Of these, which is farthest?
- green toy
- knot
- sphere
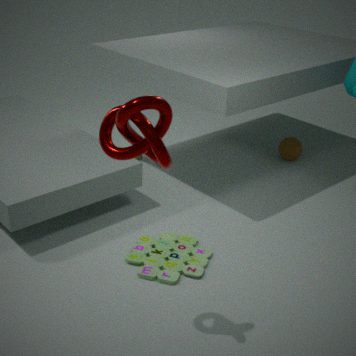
sphere
